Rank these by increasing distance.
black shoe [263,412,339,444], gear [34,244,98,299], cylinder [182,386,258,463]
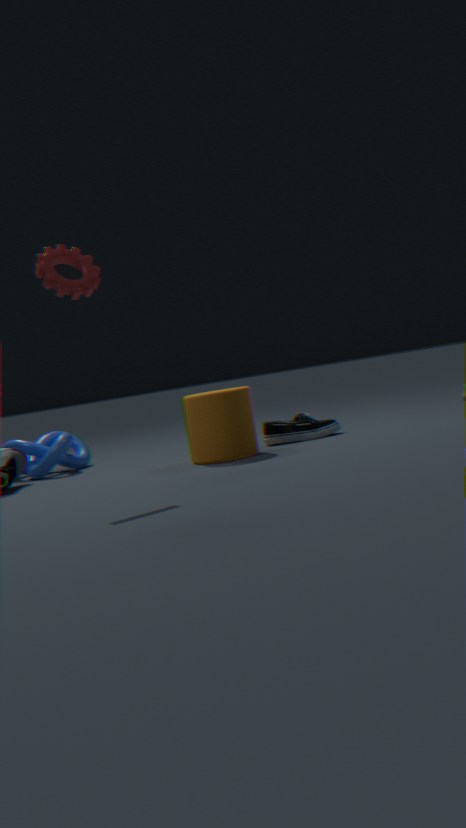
gear [34,244,98,299] < cylinder [182,386,258,463] < black shoe [263,412,339,444]
